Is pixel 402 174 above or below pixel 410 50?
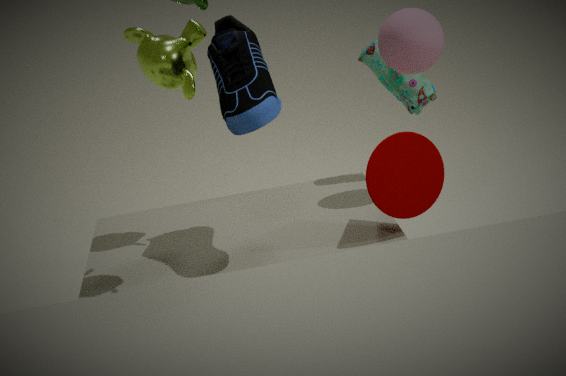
below
